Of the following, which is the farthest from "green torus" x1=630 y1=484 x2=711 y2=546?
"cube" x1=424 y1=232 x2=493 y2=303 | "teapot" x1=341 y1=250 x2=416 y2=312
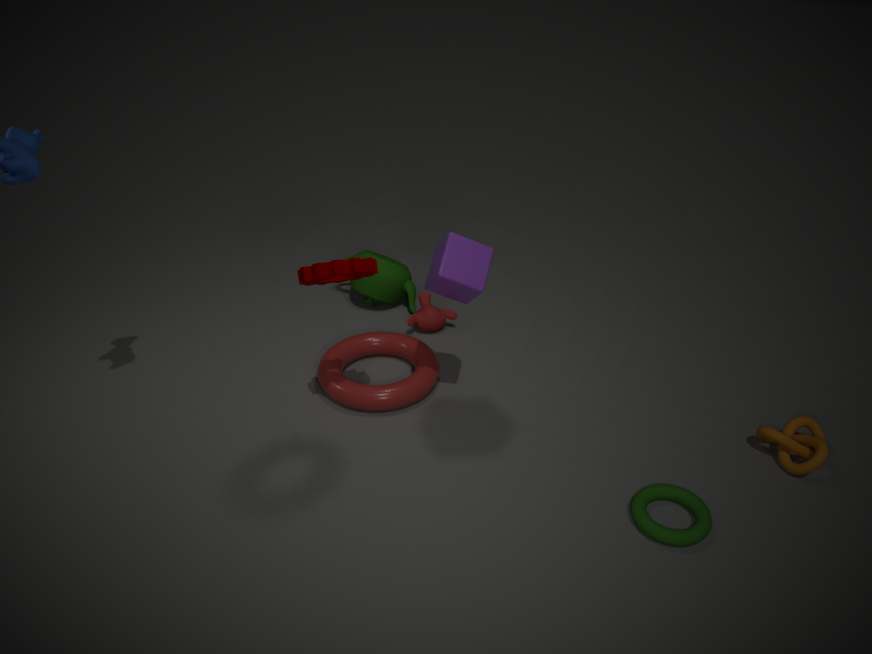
"teapot" x1=341 y1=250 x2=416 y2=312
